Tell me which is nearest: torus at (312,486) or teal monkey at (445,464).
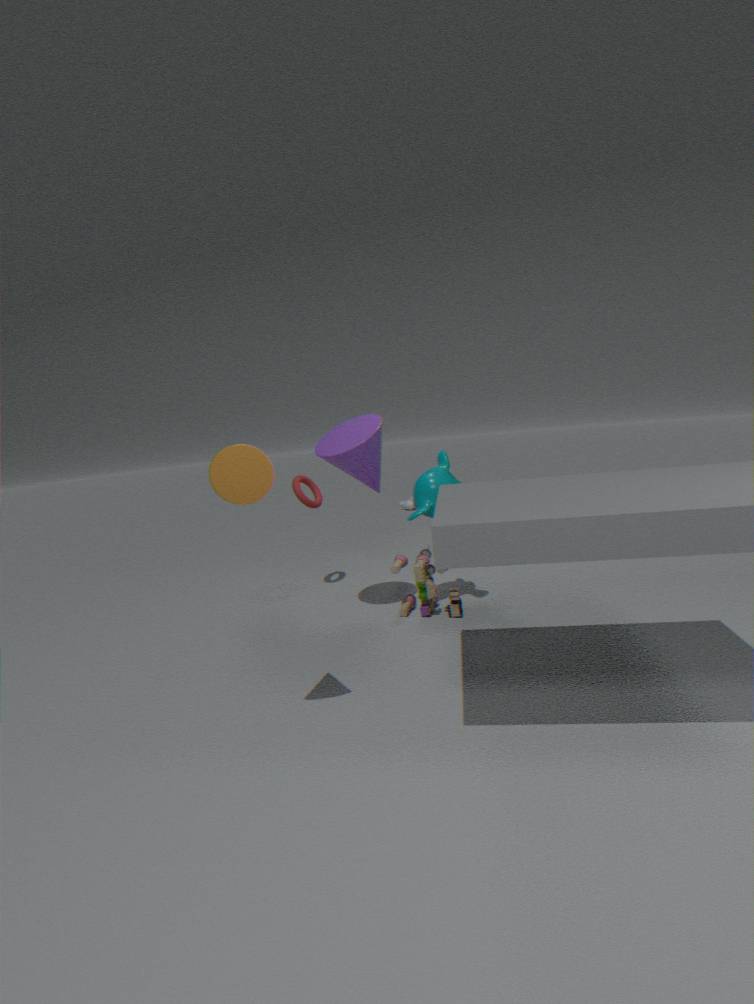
teal monkey at (445,464)
